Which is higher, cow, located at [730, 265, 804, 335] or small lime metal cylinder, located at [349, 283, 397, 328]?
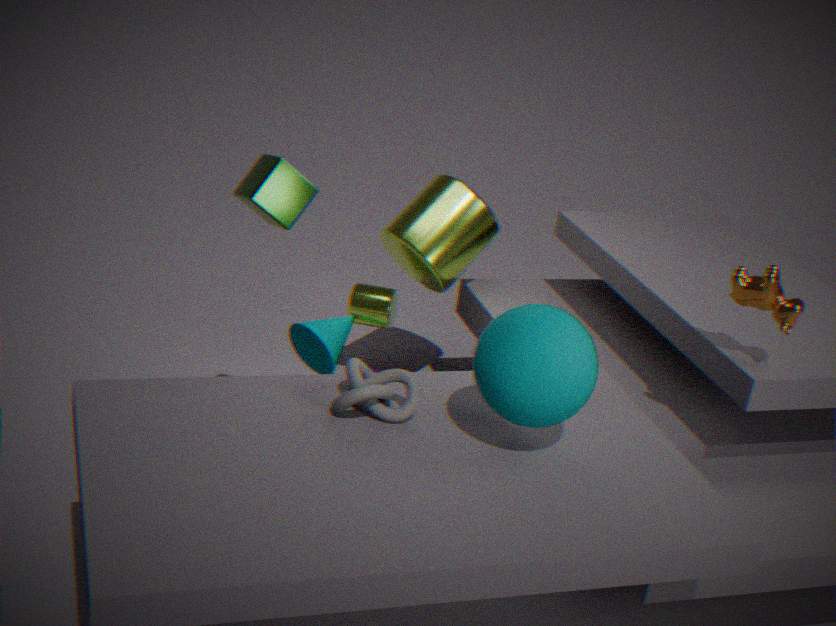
cow, located at [730, 265, 804, 335]
